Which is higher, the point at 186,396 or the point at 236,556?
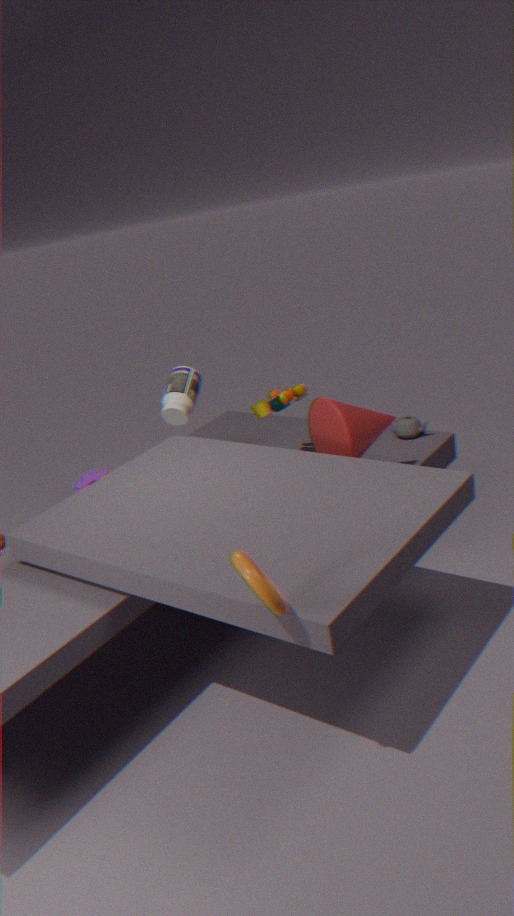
the point at 186,396
